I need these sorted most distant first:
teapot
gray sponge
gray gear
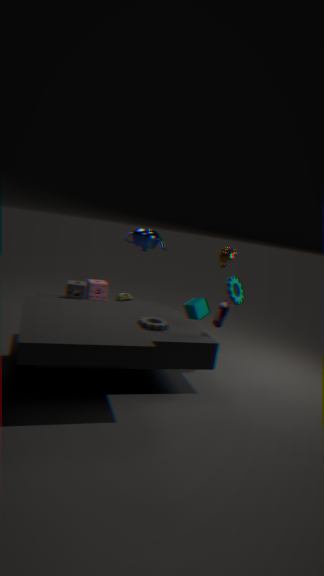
teapot, gray sponge, gray gear
